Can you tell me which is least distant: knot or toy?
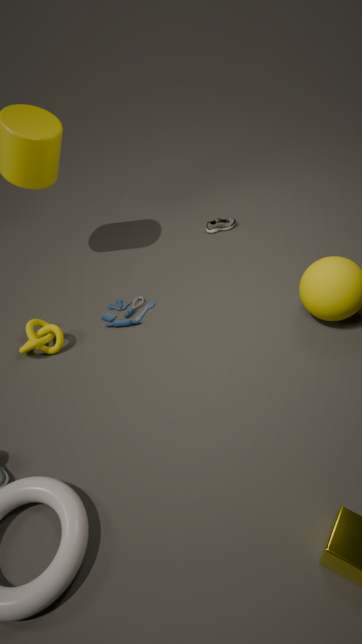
knot
